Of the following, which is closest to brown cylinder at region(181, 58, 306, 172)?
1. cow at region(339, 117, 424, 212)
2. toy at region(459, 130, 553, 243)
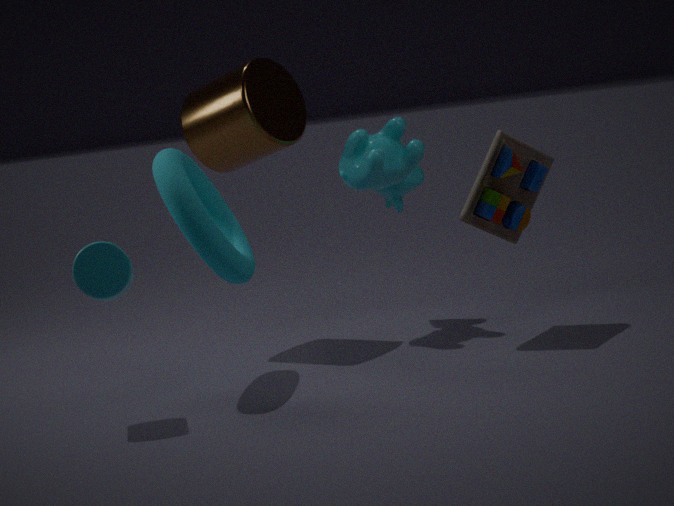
cow at region(339, 117, 424, 212)
